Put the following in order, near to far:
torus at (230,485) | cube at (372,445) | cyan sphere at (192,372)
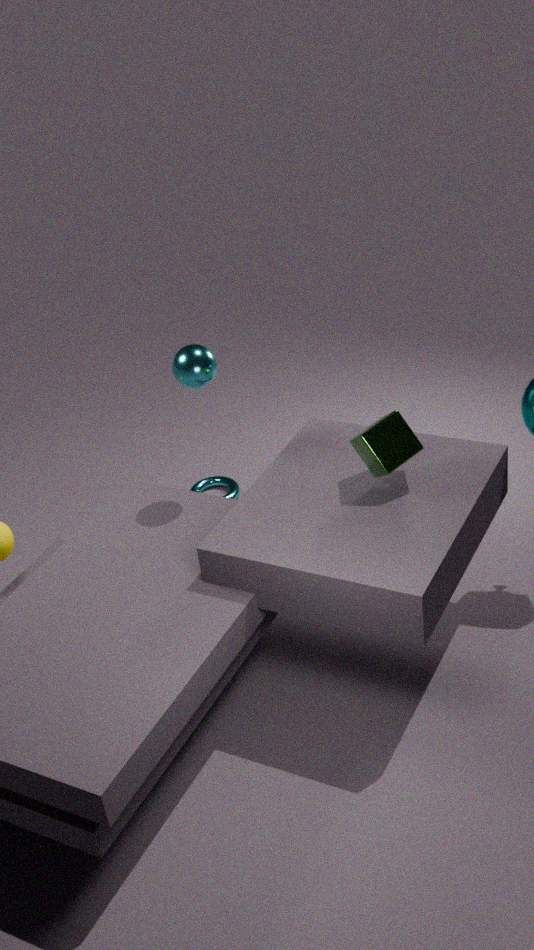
cube at (372,445), cyan sphere at (192,372), torus at (230,485)
